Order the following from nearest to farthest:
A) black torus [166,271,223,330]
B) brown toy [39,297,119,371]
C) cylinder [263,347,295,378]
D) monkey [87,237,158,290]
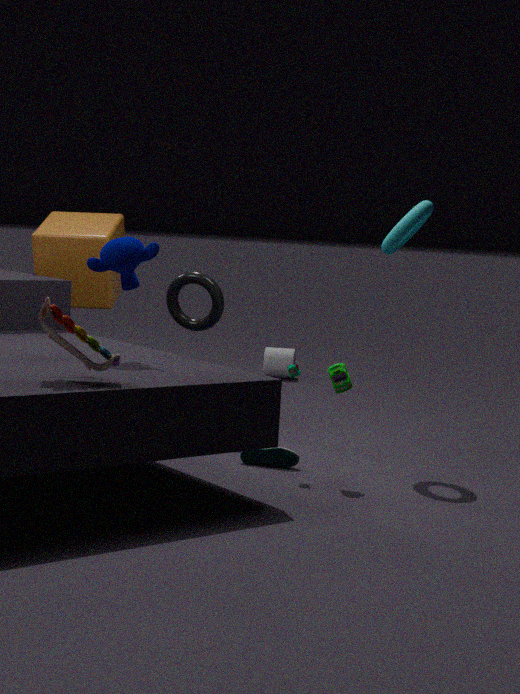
brown toy [39,297,119,371]
monkey [87,237,158,290]
black torus [166,271,223,330]
cylinder [263,347,295,378]
